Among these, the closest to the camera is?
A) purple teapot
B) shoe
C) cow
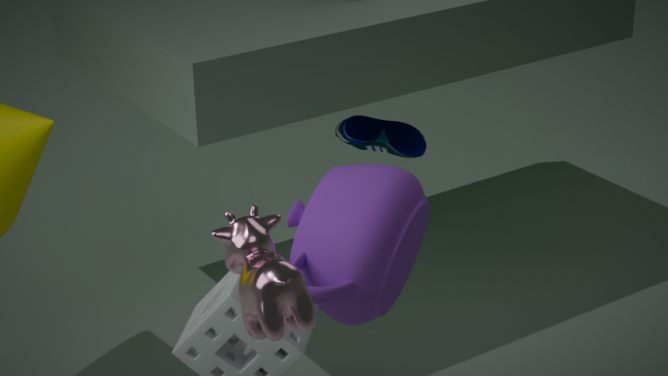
cow
